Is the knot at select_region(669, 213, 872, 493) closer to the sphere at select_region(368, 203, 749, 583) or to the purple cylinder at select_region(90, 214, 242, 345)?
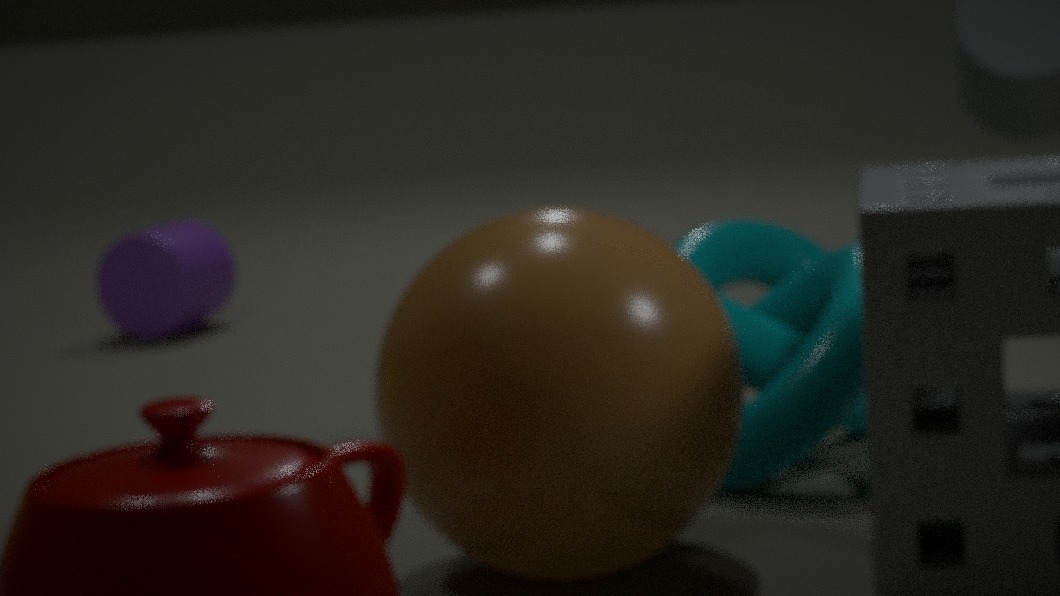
the sphere at select_region(368, 203, 749, 583)
